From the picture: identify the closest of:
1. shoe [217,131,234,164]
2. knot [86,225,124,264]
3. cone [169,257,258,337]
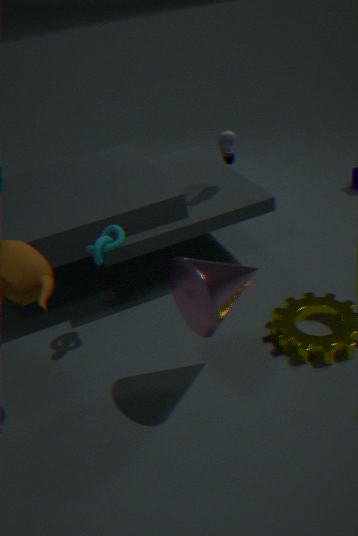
cone [169,257,258,337]
